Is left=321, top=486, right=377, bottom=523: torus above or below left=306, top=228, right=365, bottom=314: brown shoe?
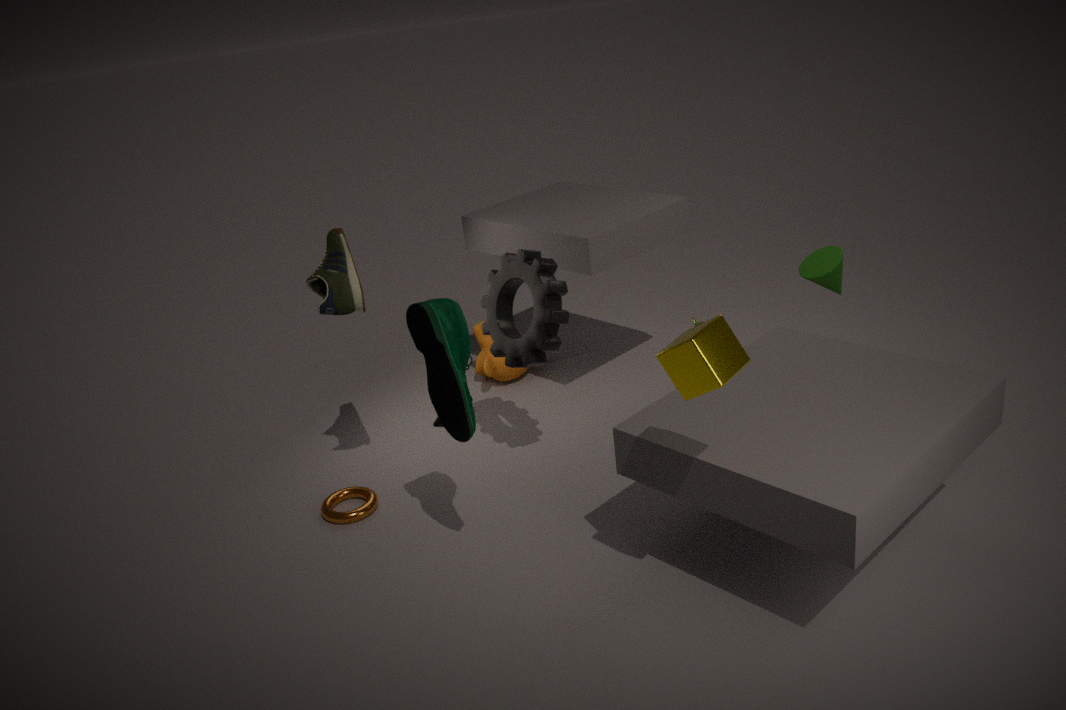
below
